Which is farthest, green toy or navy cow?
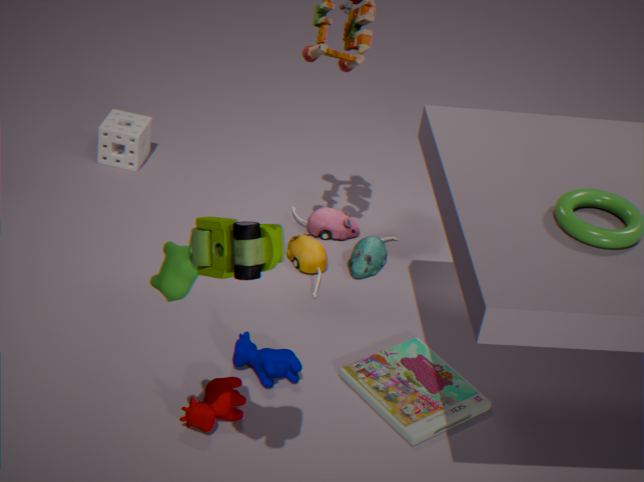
navy cow
